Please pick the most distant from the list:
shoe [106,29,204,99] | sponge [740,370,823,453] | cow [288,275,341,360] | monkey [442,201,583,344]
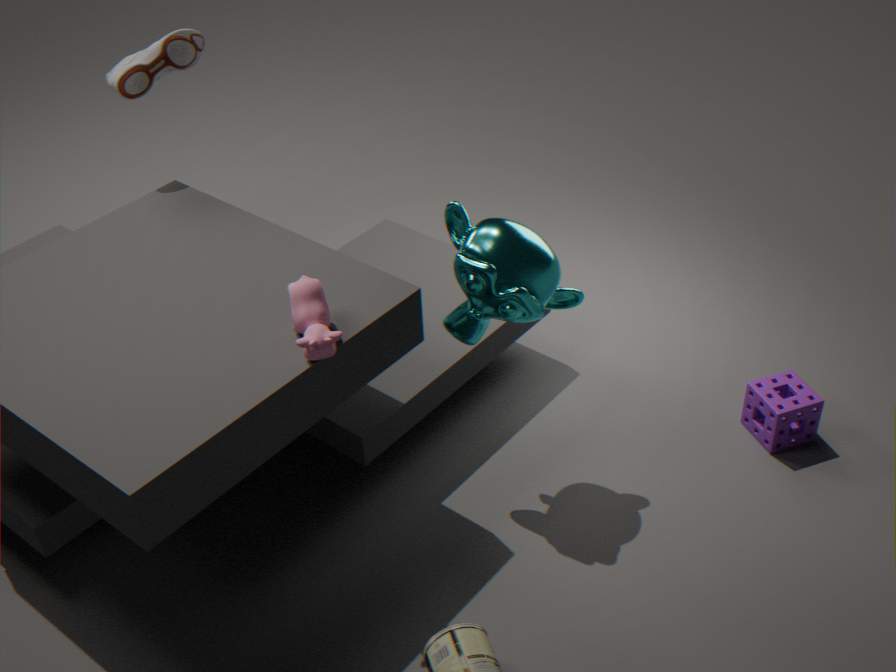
shoe [106,29,204,99]
